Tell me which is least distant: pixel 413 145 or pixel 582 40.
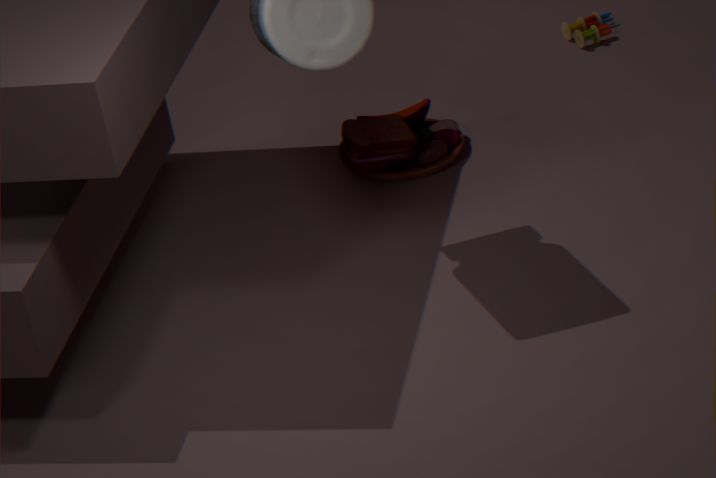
pixel 413 145
